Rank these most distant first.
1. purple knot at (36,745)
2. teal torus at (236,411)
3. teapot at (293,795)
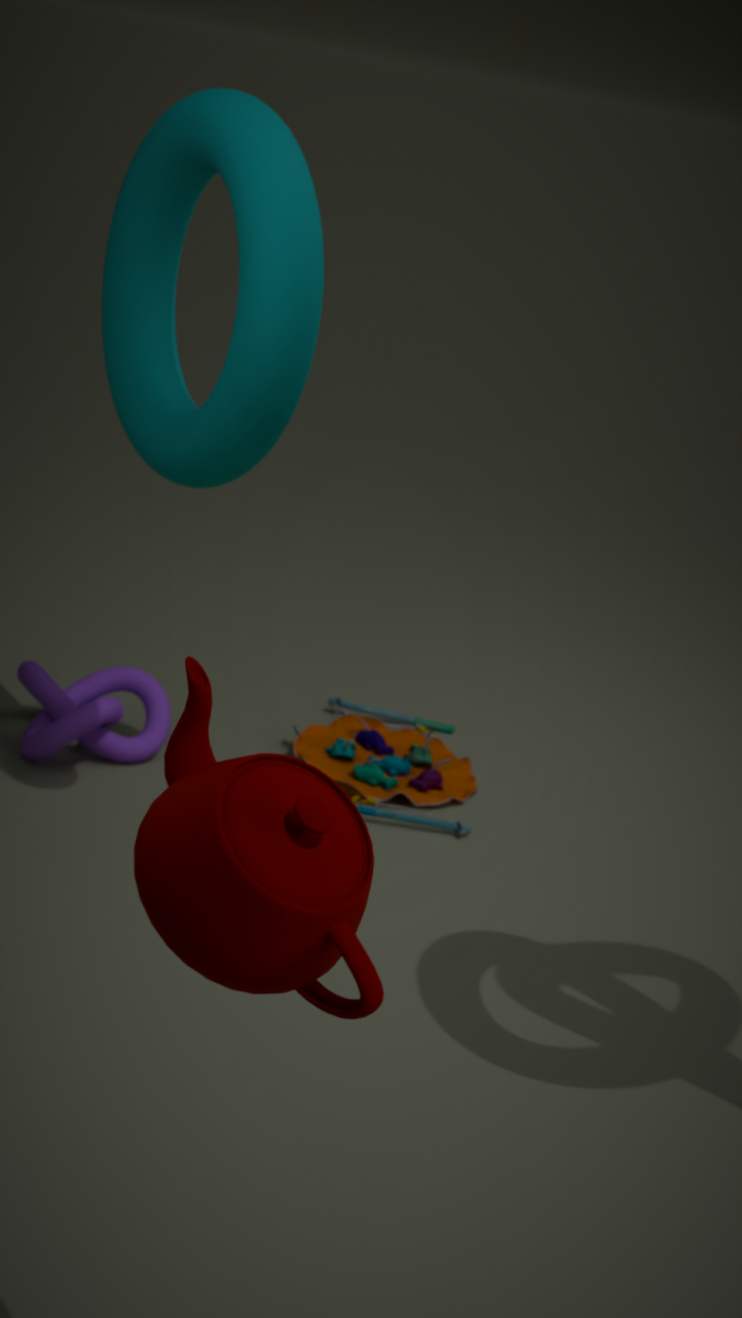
1. purple knot at (36,745)
2. teal torus at (236,411)
3. teapot at (293,795)
